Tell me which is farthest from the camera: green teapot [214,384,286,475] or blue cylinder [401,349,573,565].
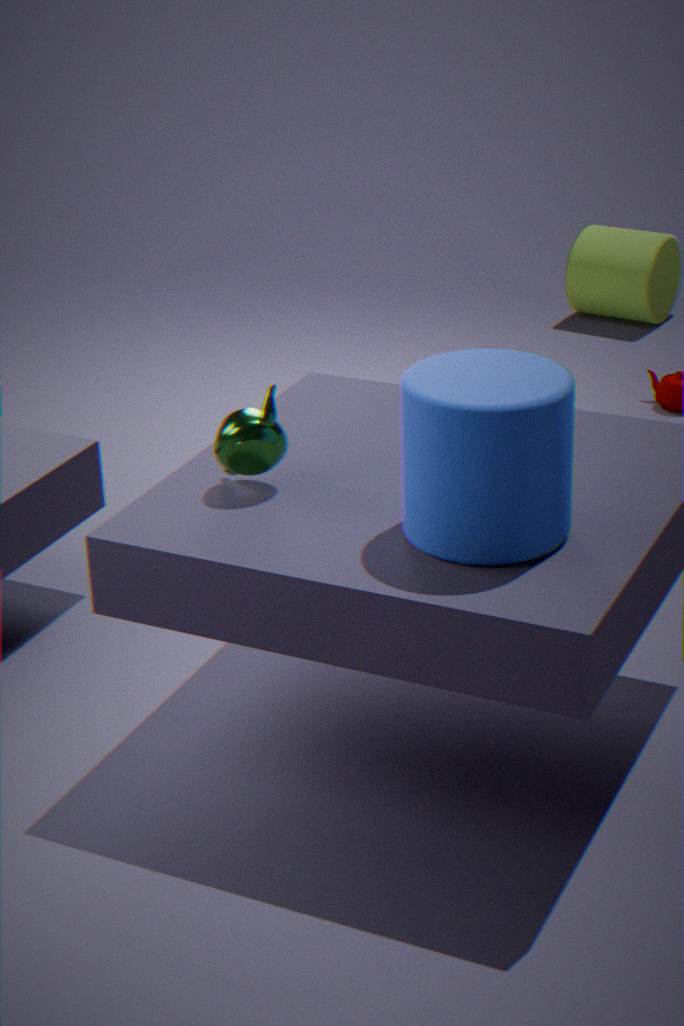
green teapot [214,384,286,475]
